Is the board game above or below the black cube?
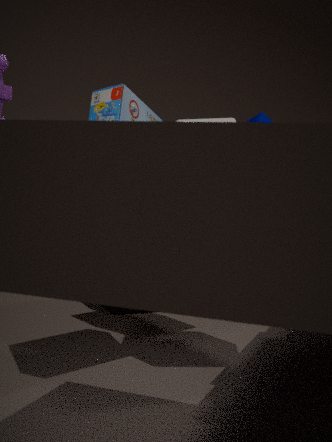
above
